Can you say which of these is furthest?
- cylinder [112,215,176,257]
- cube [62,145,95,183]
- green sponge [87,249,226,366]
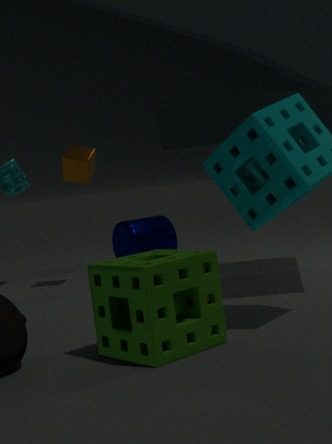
cylinder [112,215,176,257]
